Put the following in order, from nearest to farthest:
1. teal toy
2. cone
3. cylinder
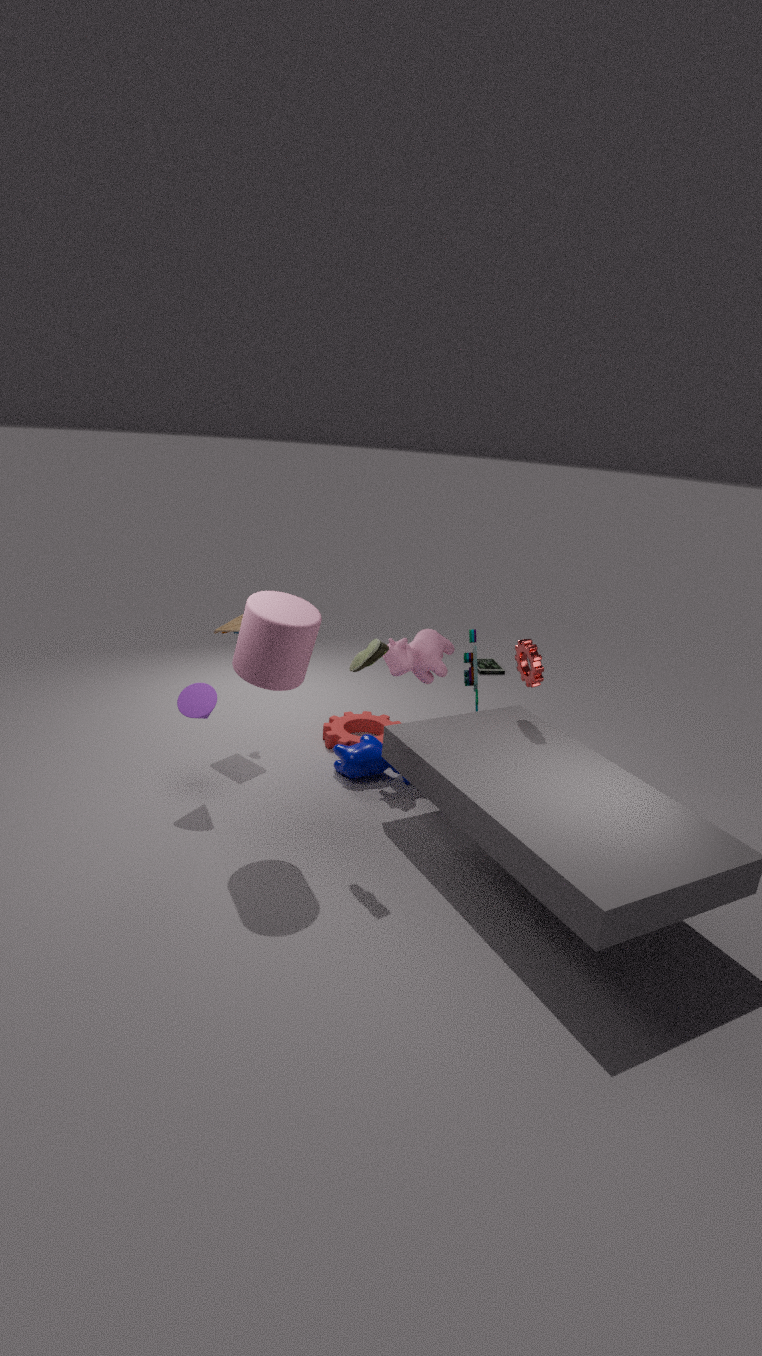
1. cylinder
2. cone
3. teal toy
